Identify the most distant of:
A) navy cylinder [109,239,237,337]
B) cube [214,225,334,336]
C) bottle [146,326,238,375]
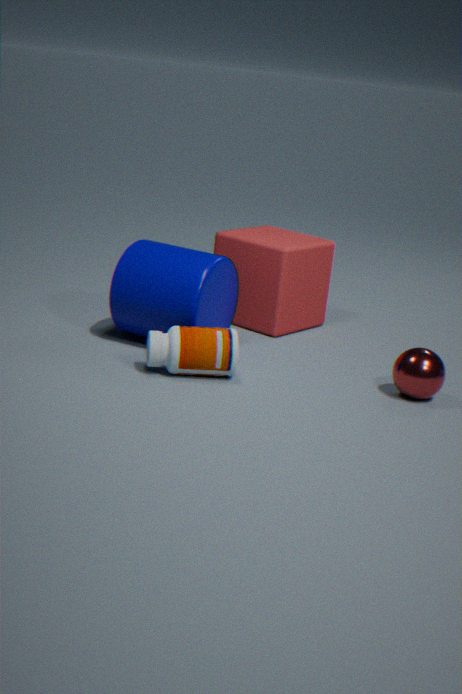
cube [214,225,334,336]
